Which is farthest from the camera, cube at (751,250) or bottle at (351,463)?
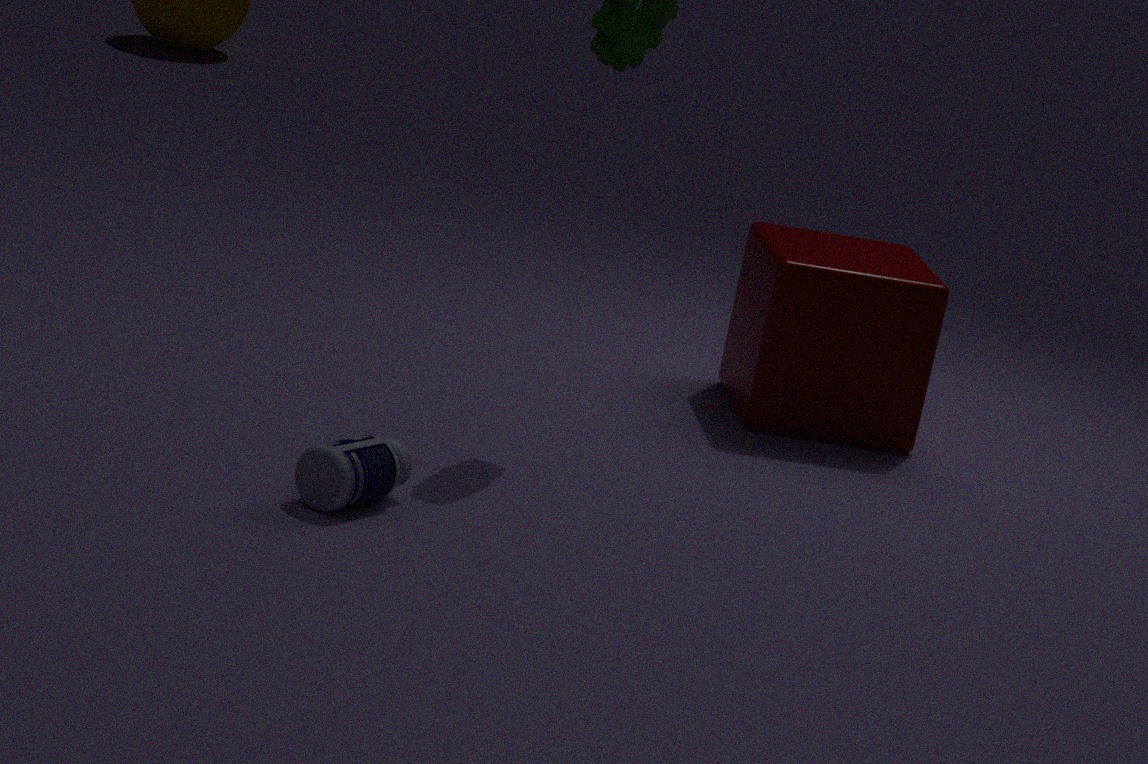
cube at (751,250)
